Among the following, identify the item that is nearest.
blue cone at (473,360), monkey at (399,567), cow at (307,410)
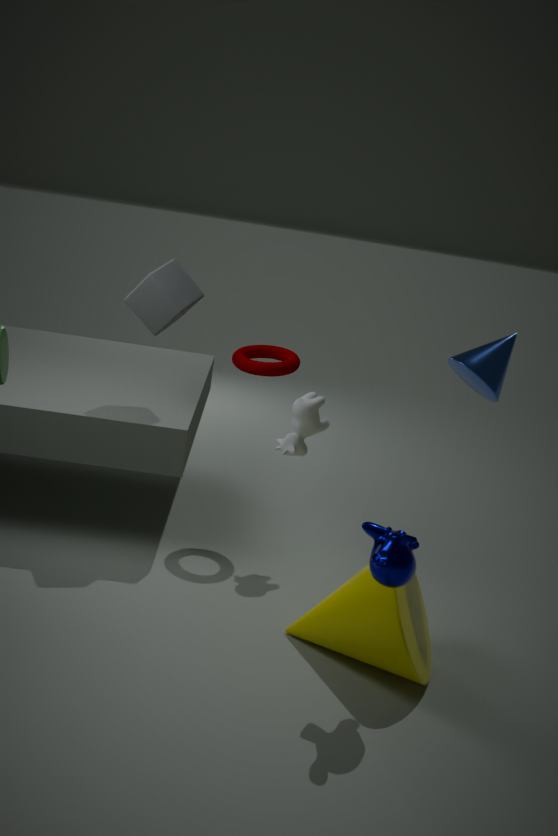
monkey at (399,567)
